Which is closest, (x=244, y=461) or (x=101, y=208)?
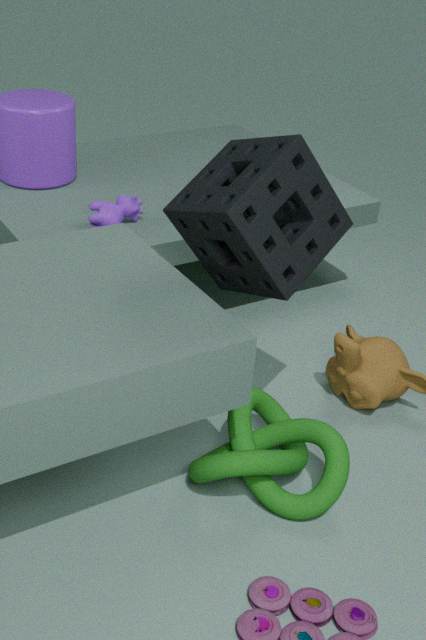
(x=244, y=461)
